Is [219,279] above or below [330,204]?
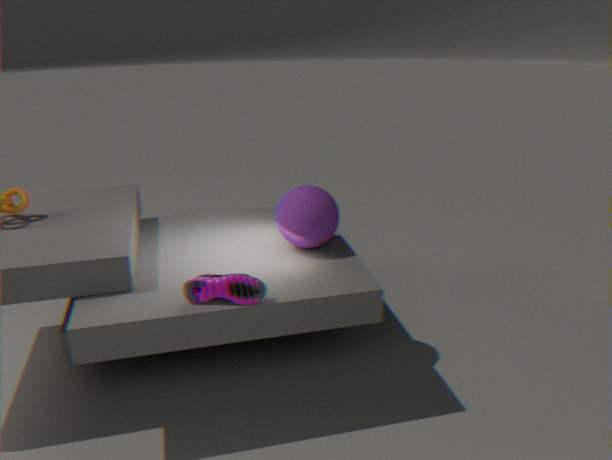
below
